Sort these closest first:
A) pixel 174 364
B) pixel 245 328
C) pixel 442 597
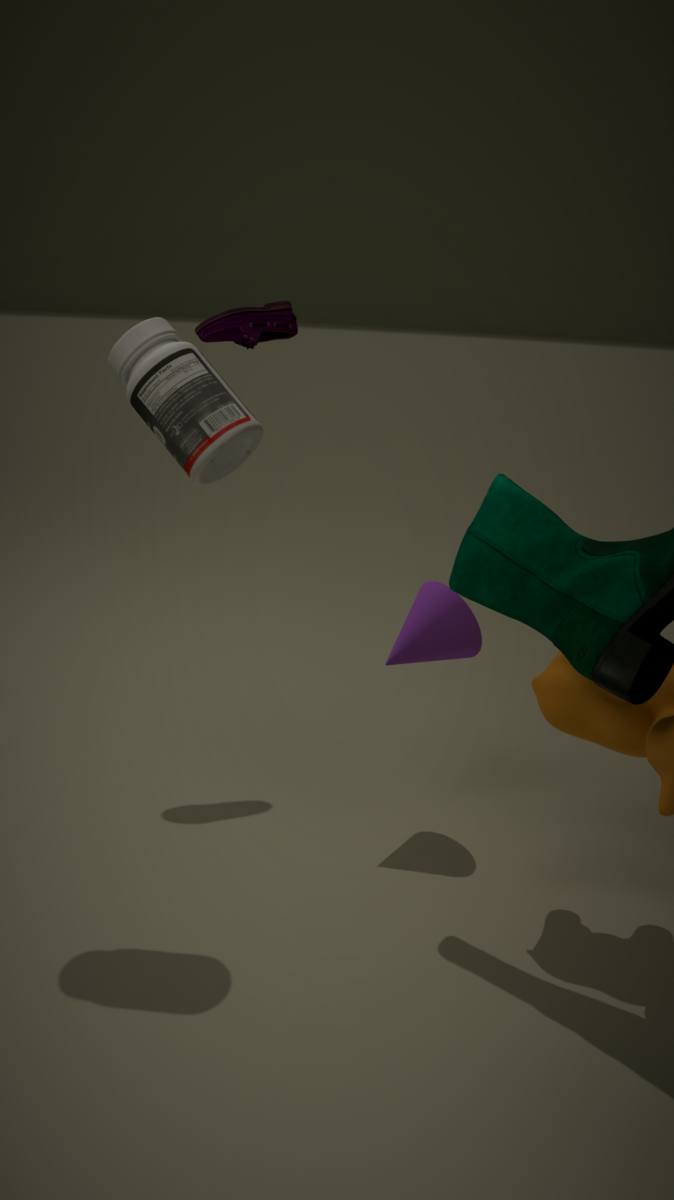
pixel 174 364, pixel 442 597, pixel 245 328
